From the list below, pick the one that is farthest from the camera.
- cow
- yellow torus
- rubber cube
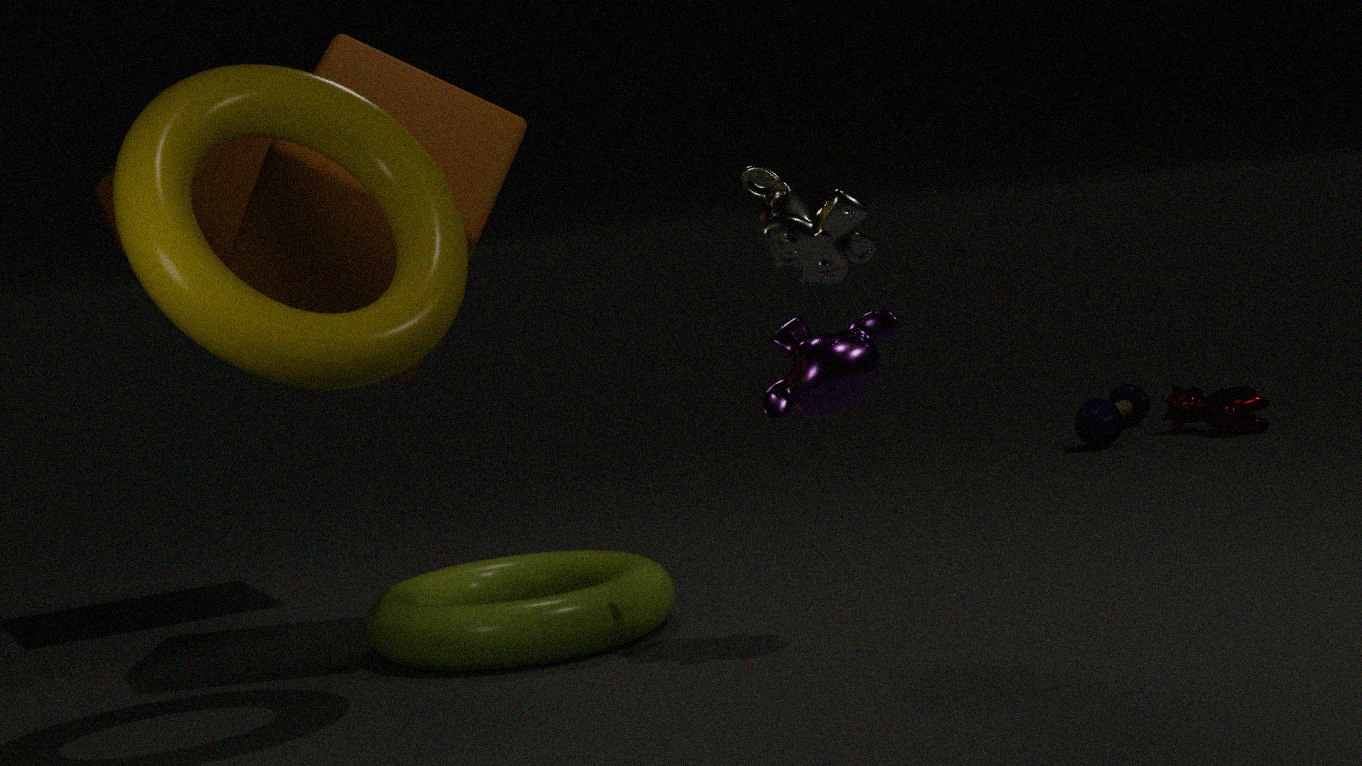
cow
